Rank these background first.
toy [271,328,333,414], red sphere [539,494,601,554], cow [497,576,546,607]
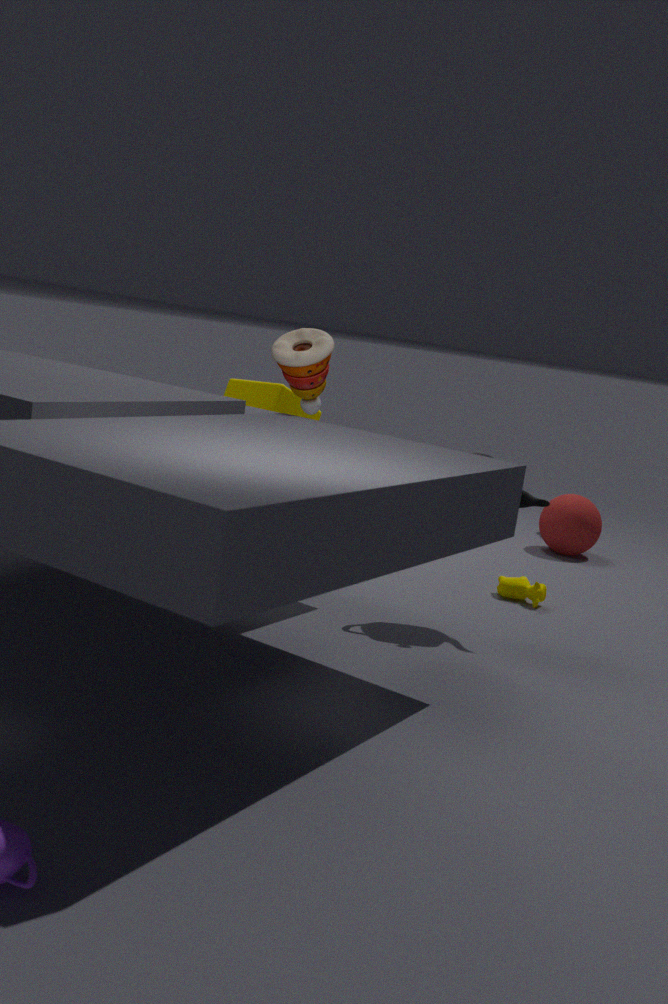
1. red sphere [539,494,601,554]
2. cow [497,576,546,607]
3. toy [271,328,333,414]
